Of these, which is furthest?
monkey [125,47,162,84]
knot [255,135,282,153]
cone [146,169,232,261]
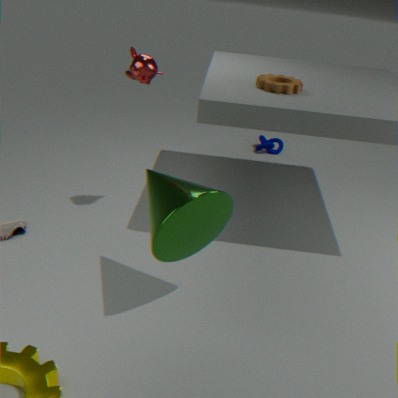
knot [255,135,282,153]
